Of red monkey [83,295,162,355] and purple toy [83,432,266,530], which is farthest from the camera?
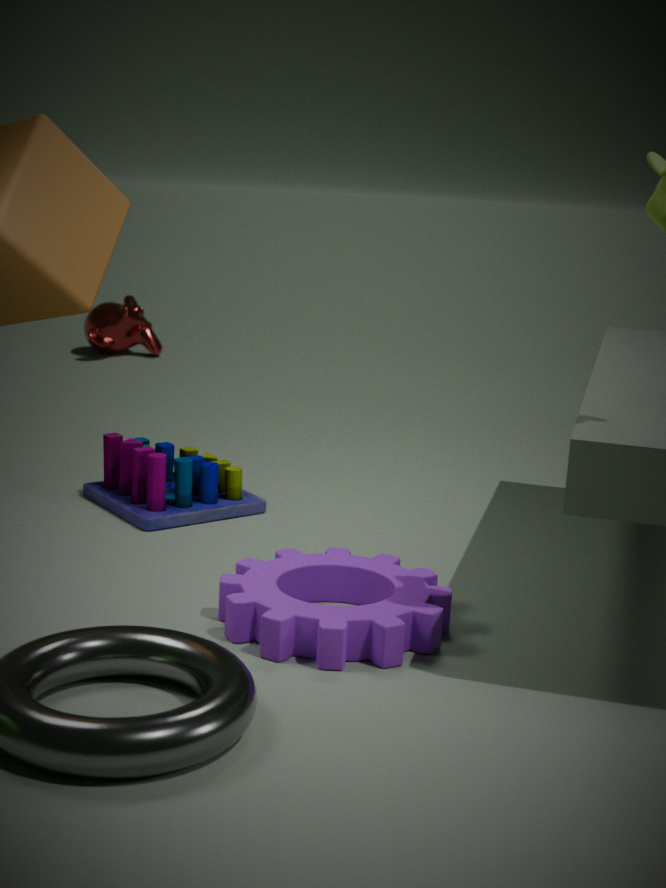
red monkey [83,295,162,355]
